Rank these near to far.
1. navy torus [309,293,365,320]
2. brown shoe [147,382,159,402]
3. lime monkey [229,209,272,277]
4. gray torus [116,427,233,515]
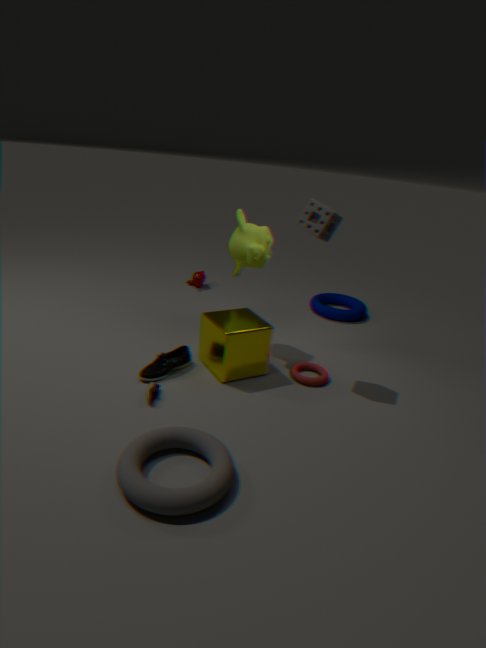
1. gray torus [116,427,233,515]
2. brown shoe [147,382,159,402]
3. lime monkey [229,209,272,277]
4. navy torus [309,293,365,320]
